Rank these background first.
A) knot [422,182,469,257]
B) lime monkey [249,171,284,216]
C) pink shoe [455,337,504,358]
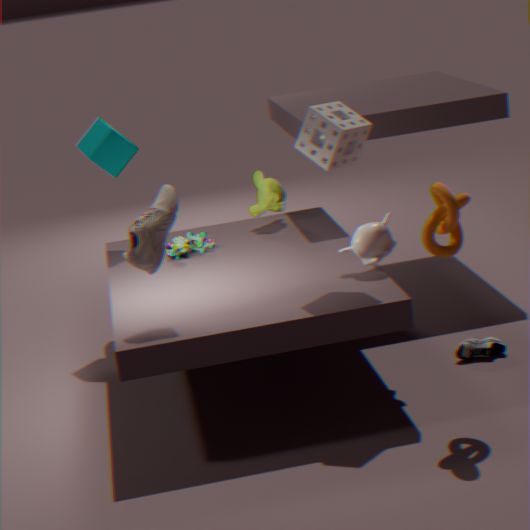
lime monkey [249,171,284,216] → pink shoe [455,337,504,358] → knot [422,182,469,257]
